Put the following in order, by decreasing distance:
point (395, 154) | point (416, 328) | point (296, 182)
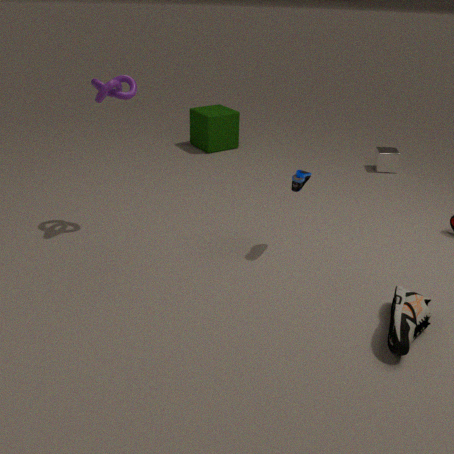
point (395, 154)
point (296, 182)
point (416, 328)
